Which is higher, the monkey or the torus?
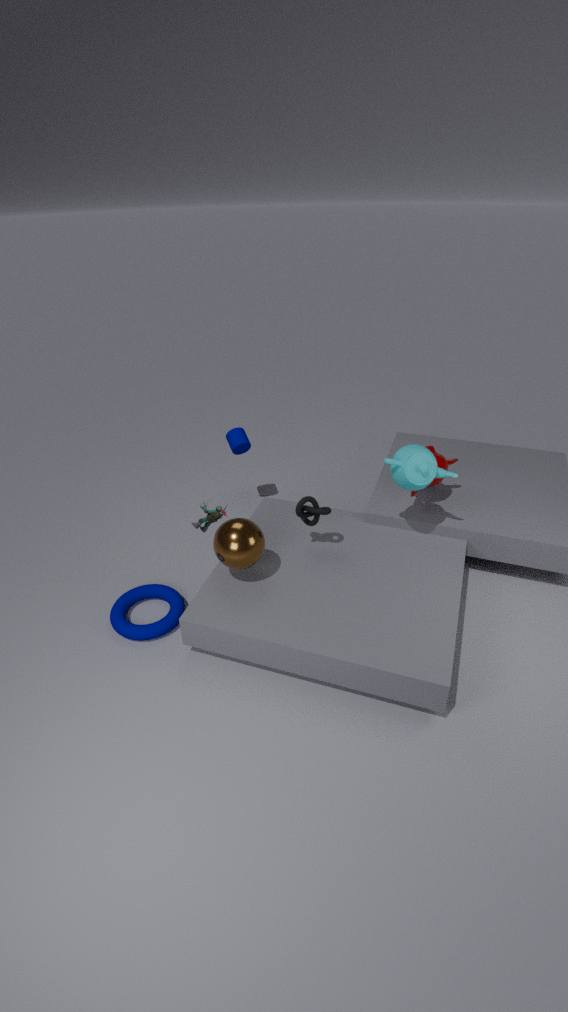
the monkey
